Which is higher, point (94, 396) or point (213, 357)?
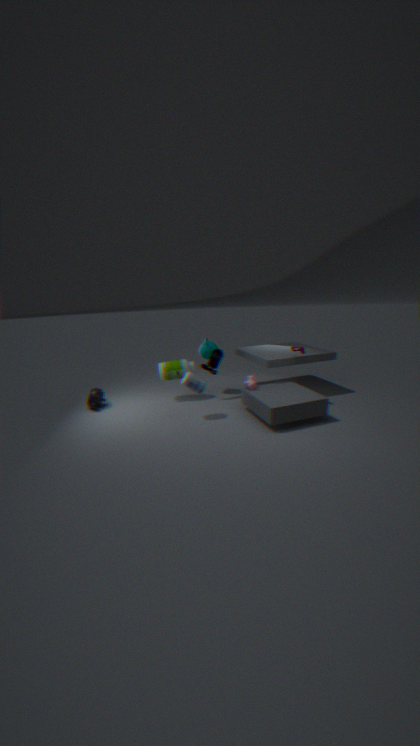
point (213, 357)
